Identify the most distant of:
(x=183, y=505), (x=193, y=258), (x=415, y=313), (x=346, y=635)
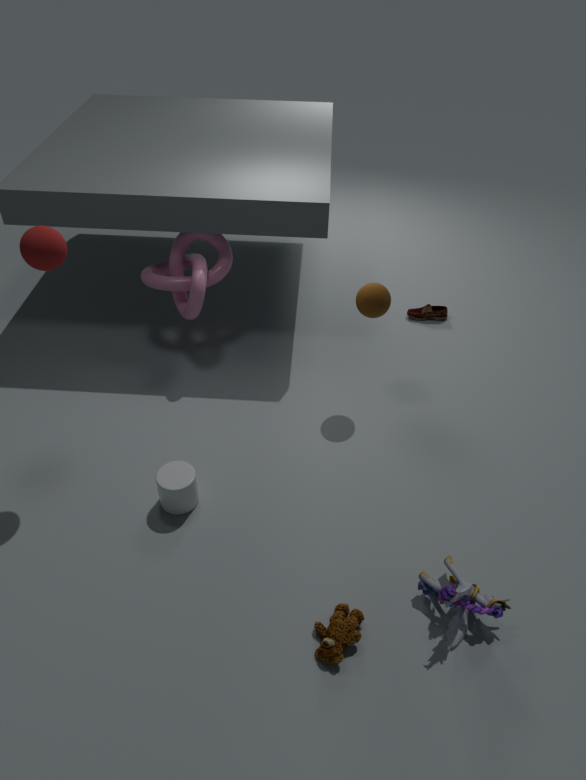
(x=415, y=313)
